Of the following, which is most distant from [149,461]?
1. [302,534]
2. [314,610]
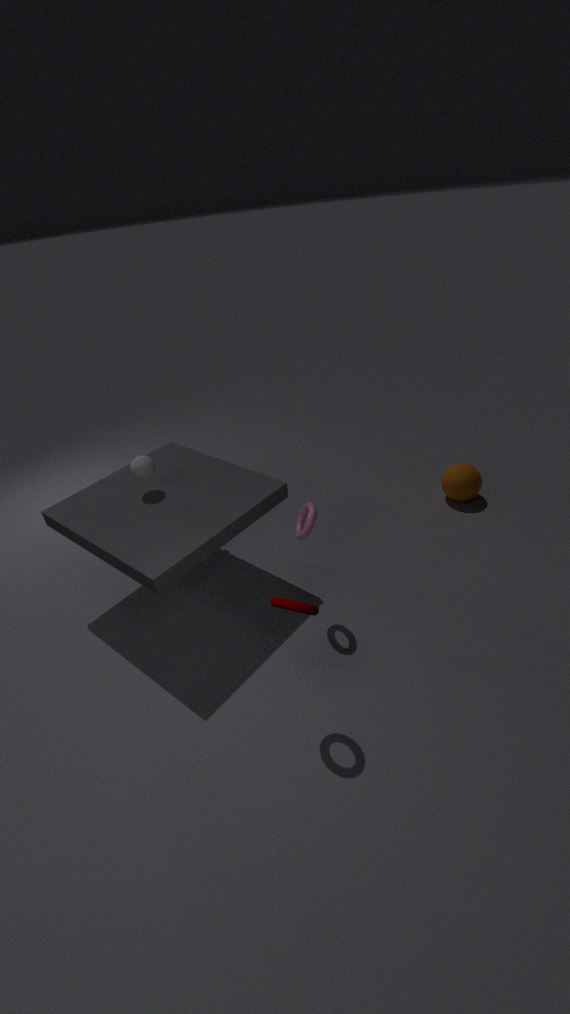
[314,610]
